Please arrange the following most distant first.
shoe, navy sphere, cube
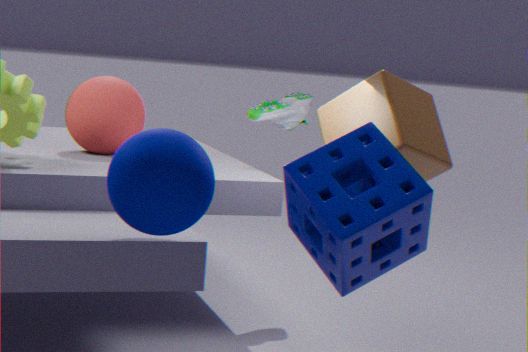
shoe → cube → navy sphere
